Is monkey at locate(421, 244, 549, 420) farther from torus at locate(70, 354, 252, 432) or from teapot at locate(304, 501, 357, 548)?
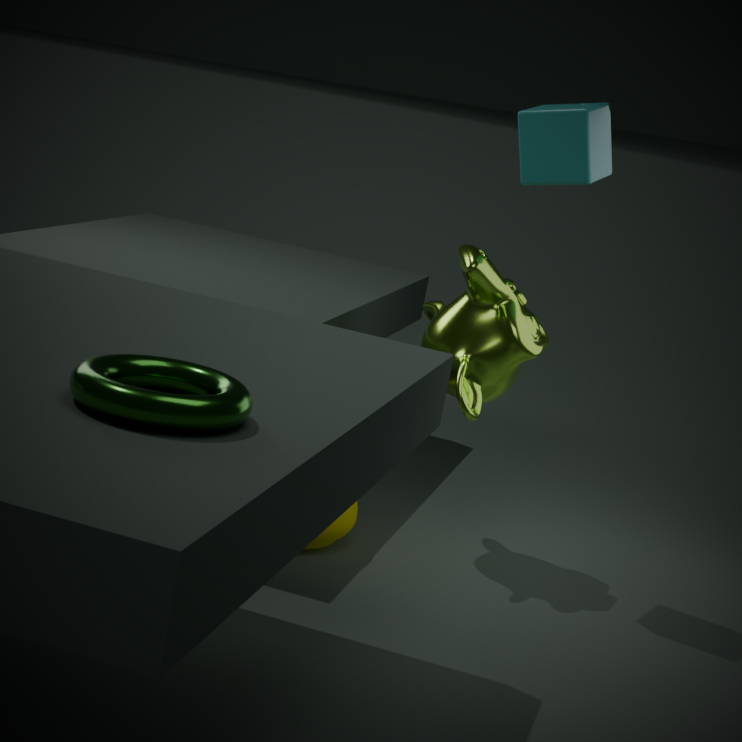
torus at locate(70, 354, 252, 432)
